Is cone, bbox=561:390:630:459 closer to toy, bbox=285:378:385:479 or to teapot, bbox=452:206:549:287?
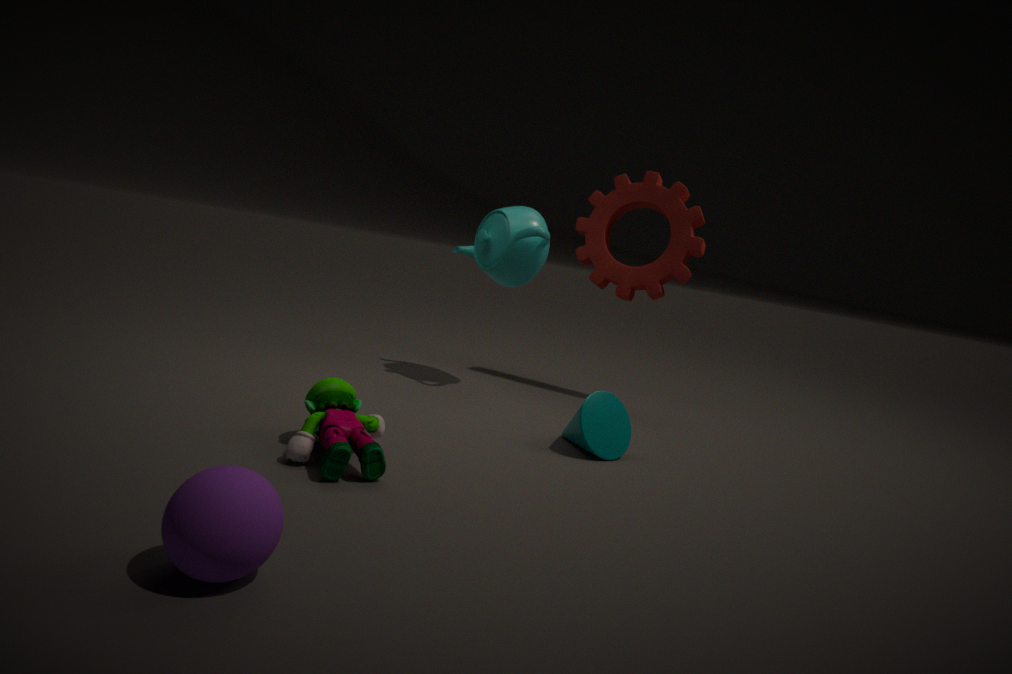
toy, bbox=285:378:385:479
